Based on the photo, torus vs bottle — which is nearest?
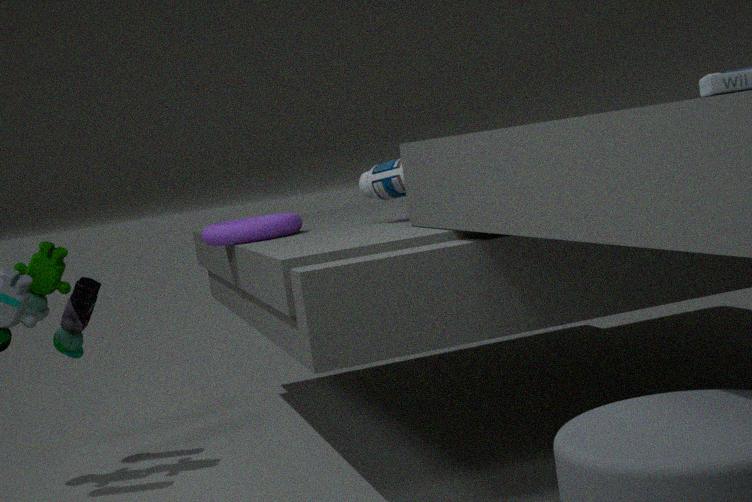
bottle
